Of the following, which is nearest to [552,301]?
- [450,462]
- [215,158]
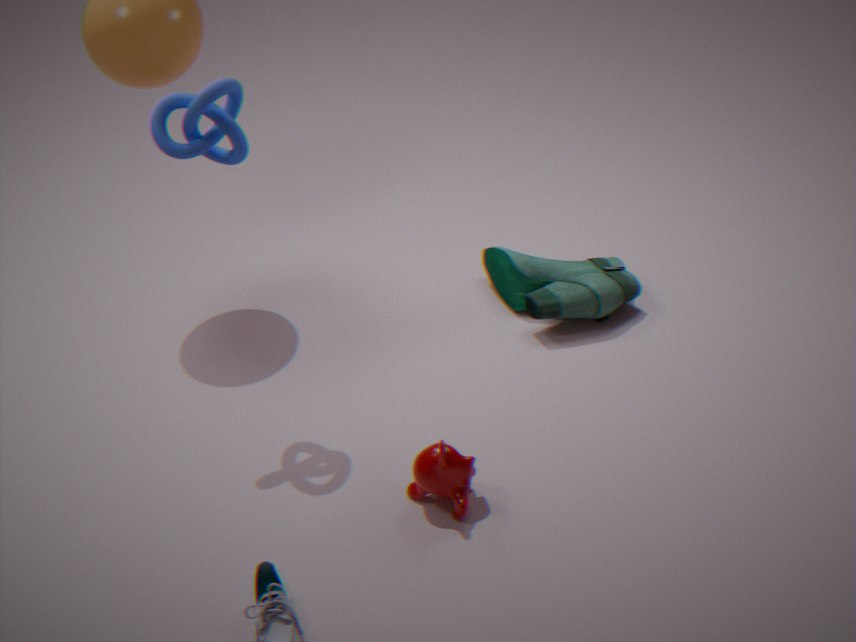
[450,462]
